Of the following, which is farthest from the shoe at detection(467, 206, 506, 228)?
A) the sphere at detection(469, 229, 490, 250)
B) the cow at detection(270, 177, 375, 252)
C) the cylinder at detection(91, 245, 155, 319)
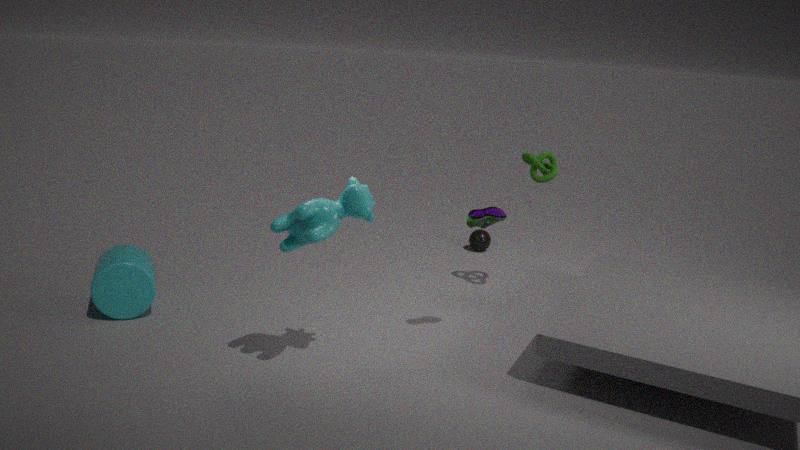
the cylinder at detection(91, 245, 155, 319)
